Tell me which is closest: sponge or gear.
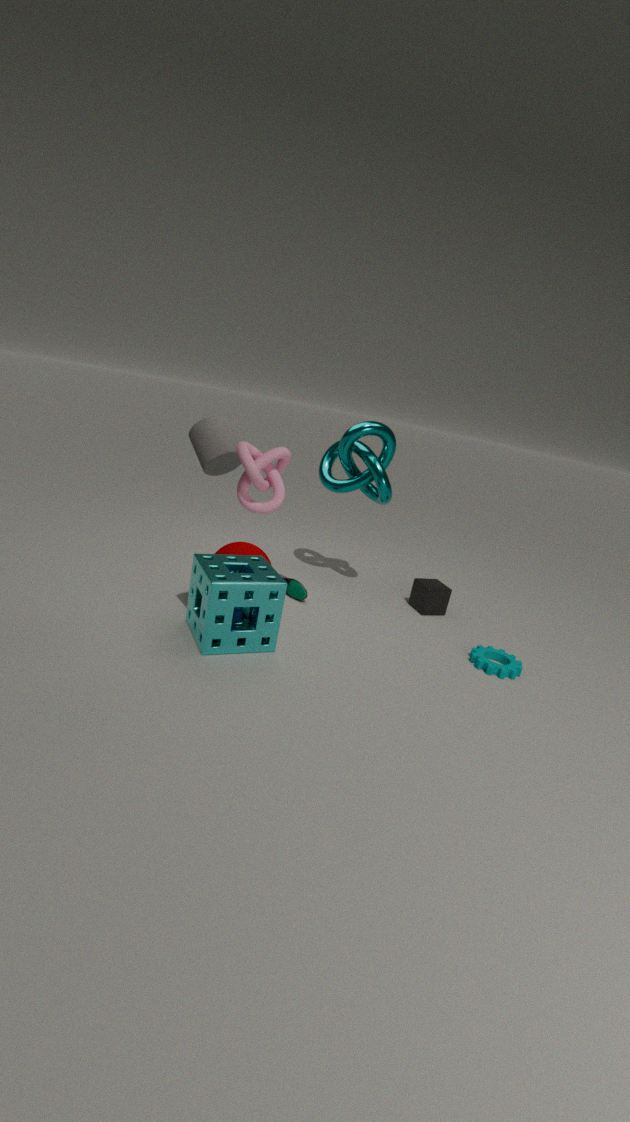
sponge
